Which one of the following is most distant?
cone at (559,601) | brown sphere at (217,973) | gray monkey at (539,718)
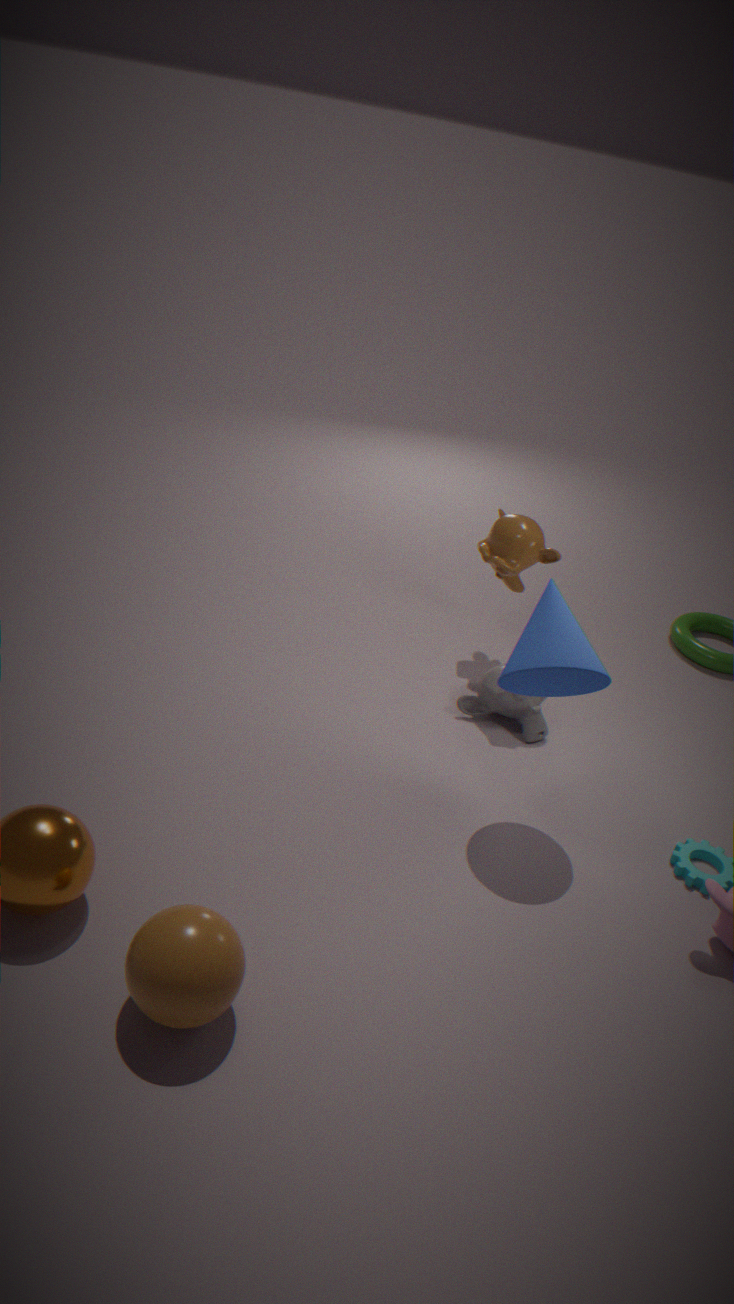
gray monkey at (539,718)
